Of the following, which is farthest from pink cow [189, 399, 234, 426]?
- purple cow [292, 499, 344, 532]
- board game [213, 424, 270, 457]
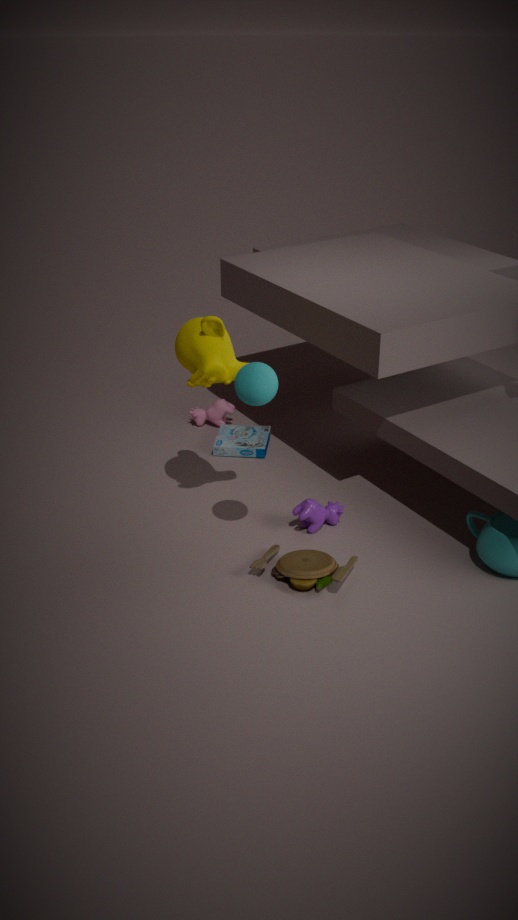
purple cow [292, 499, 344, 532]
